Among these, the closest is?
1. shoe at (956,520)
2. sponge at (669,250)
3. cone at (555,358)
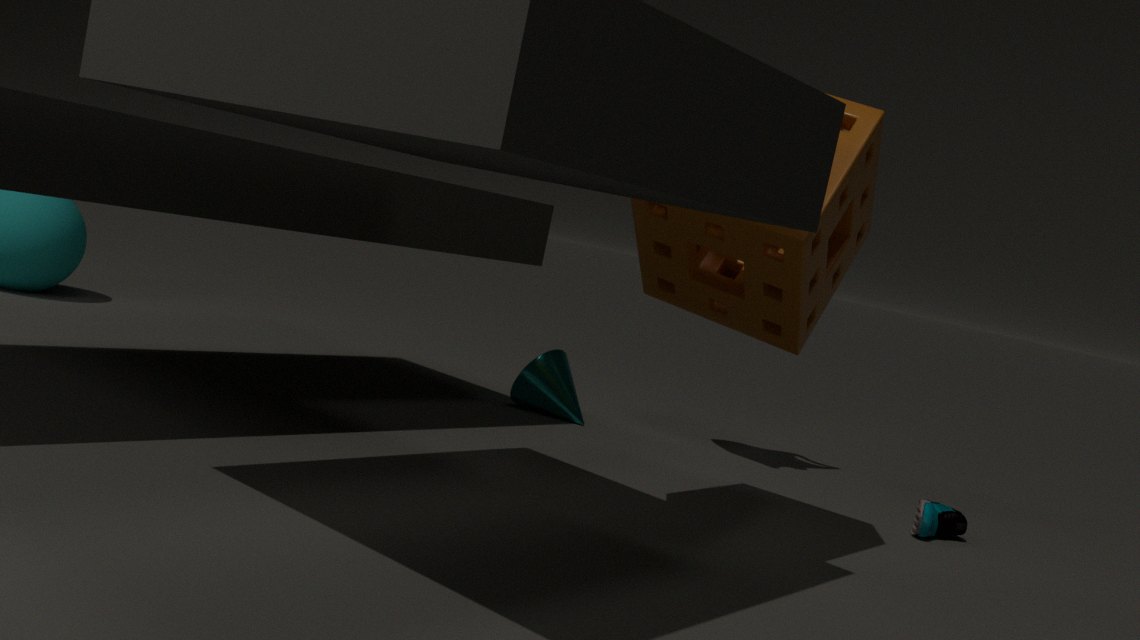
sponge at (669,250)
